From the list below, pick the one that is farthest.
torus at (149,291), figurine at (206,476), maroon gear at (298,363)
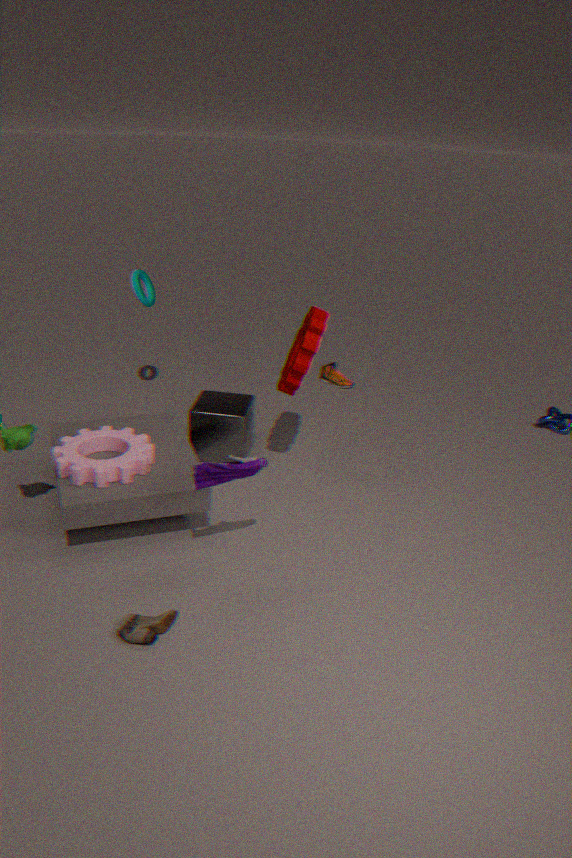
torus at (149,291)
